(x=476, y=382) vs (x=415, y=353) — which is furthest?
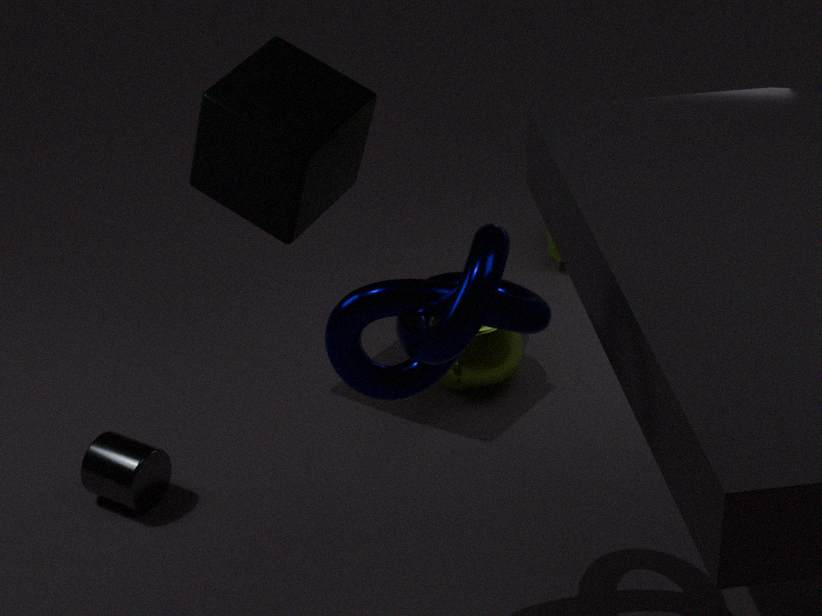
(x=476, y=382)
